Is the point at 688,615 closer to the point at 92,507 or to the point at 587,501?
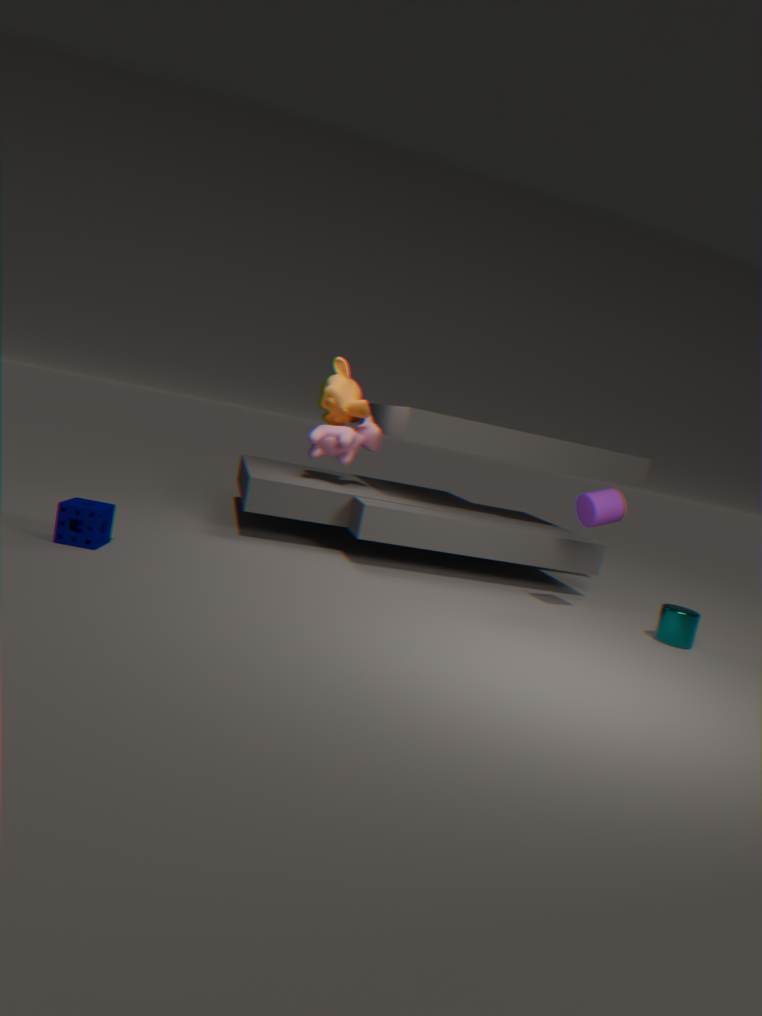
the point at 587,501
